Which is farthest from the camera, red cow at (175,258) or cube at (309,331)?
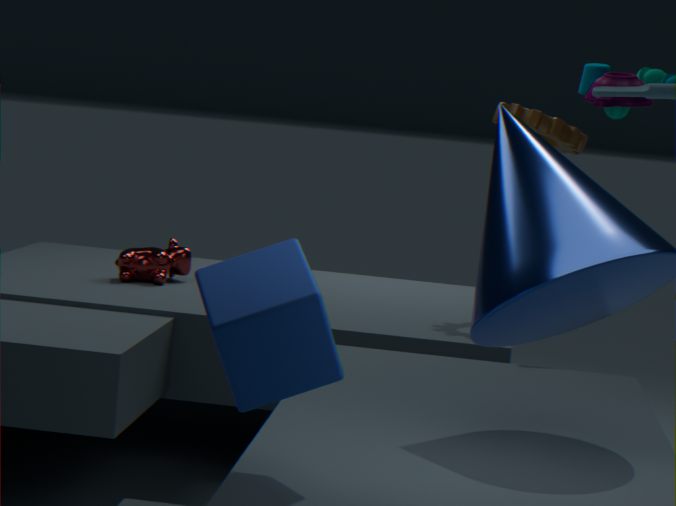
red cow at (175,258)
